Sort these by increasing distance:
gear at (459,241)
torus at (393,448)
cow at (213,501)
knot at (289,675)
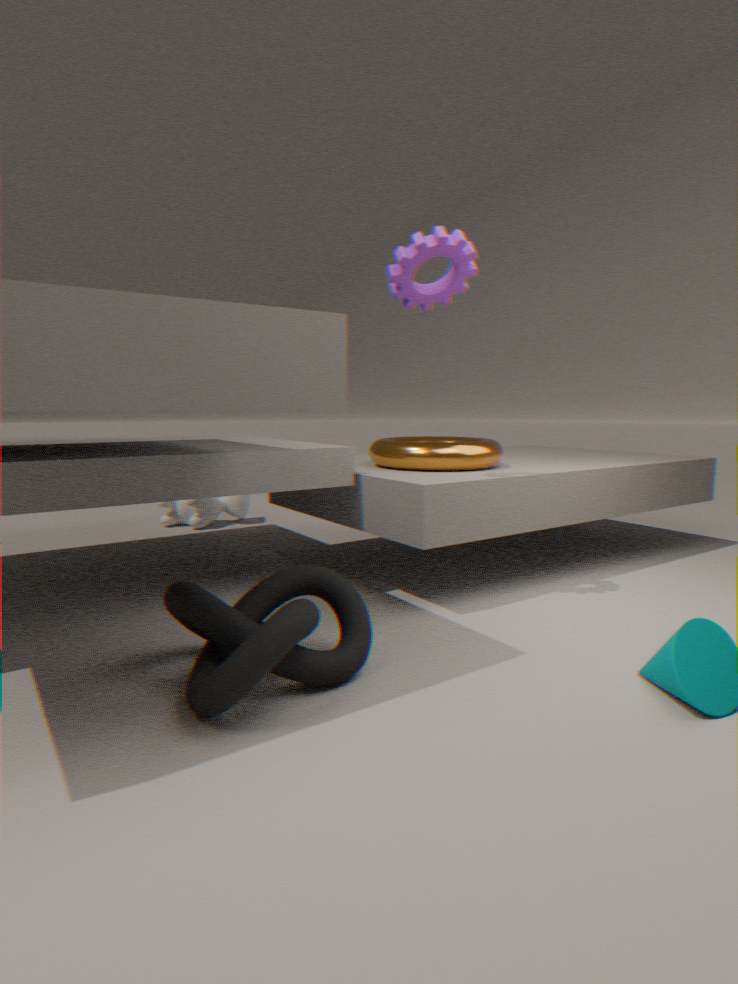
knot at (289,675)
gear at (459,241)
torus at (393,448)
cow at (213,501)
